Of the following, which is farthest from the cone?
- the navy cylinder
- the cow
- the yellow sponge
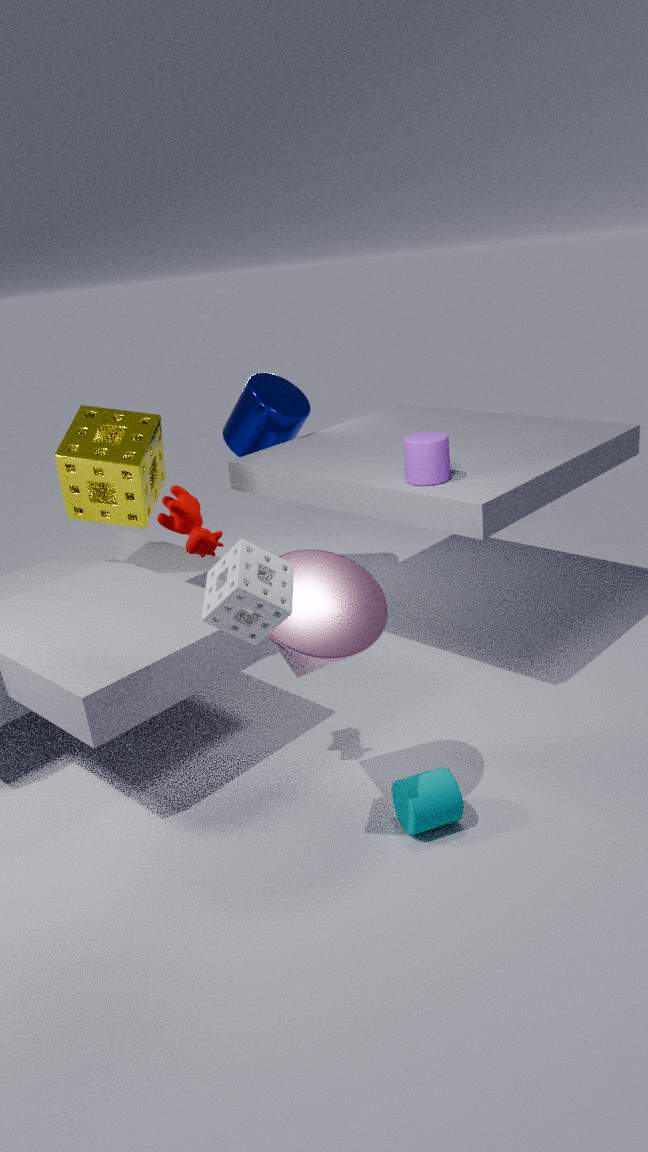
the navy cylinder
